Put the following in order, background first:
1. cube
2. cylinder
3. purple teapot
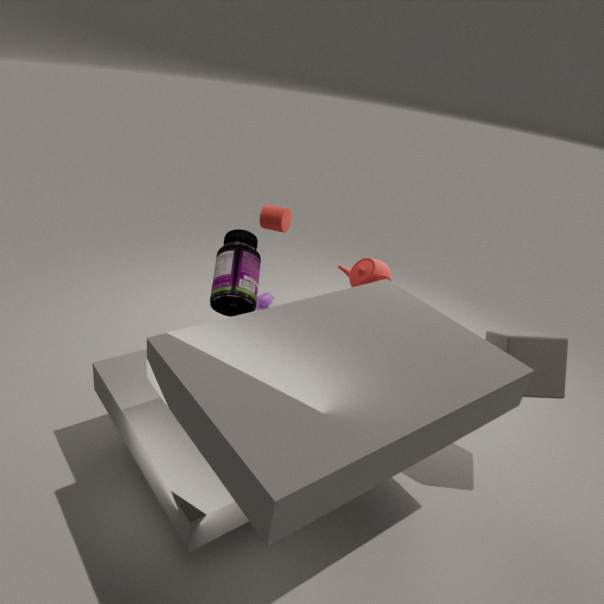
purple teapot < cylinder < cube
